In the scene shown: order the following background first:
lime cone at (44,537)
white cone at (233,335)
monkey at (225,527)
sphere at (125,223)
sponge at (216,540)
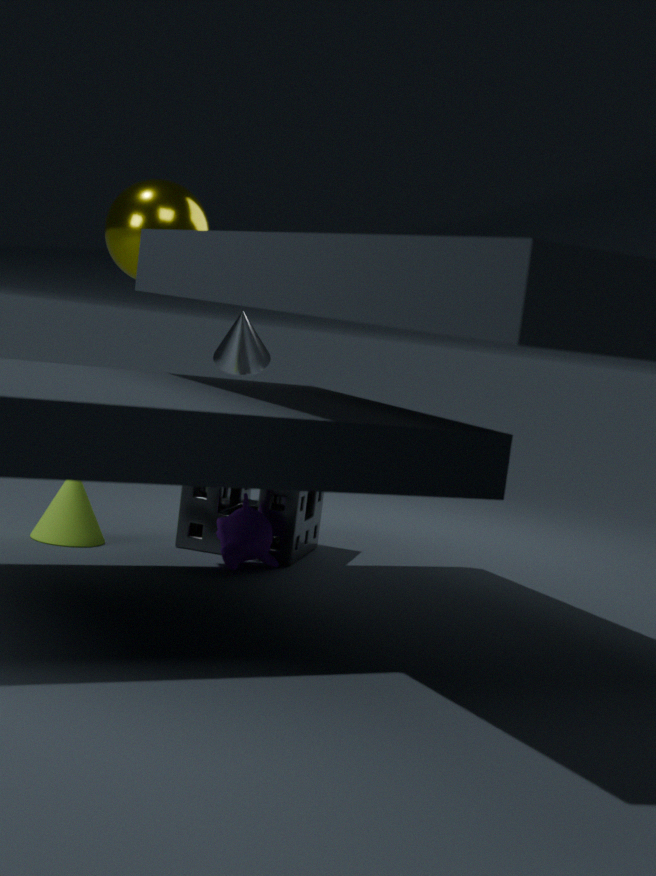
white cone at (233,335) → sphere at (125,223) → sponge at (216,540) → lime cone at (44,537) → monkey at (225,527)
